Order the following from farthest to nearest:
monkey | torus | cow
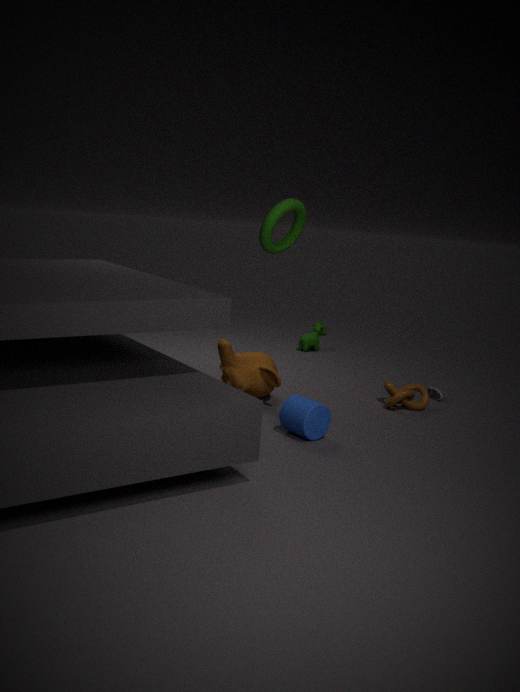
cow → monkey → torus
